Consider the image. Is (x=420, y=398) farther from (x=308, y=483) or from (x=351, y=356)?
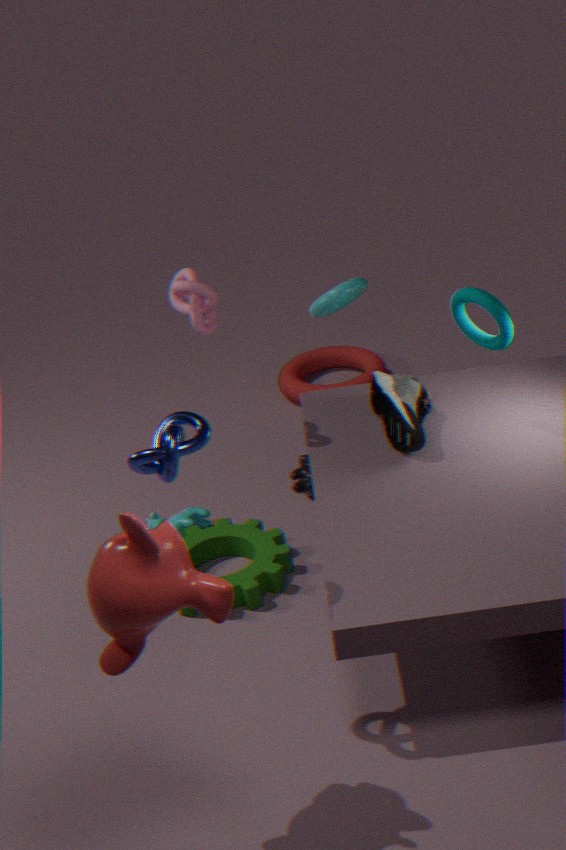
(x=351, y=356)
